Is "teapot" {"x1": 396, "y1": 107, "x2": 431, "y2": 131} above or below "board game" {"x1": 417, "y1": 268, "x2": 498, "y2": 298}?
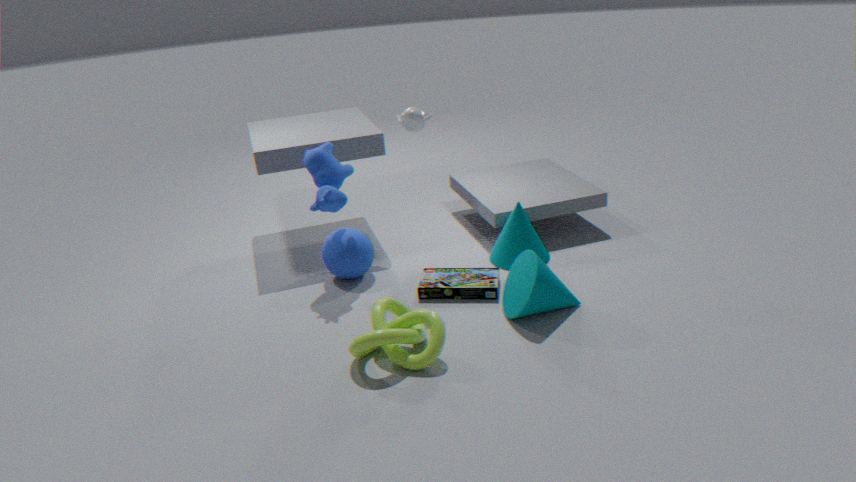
above
